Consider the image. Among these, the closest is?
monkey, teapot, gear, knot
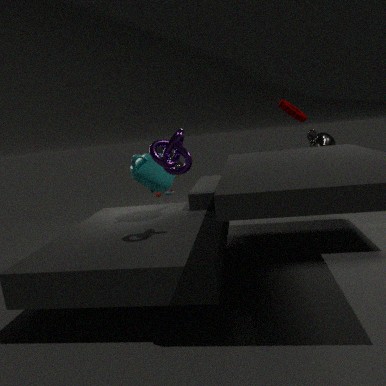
knot
